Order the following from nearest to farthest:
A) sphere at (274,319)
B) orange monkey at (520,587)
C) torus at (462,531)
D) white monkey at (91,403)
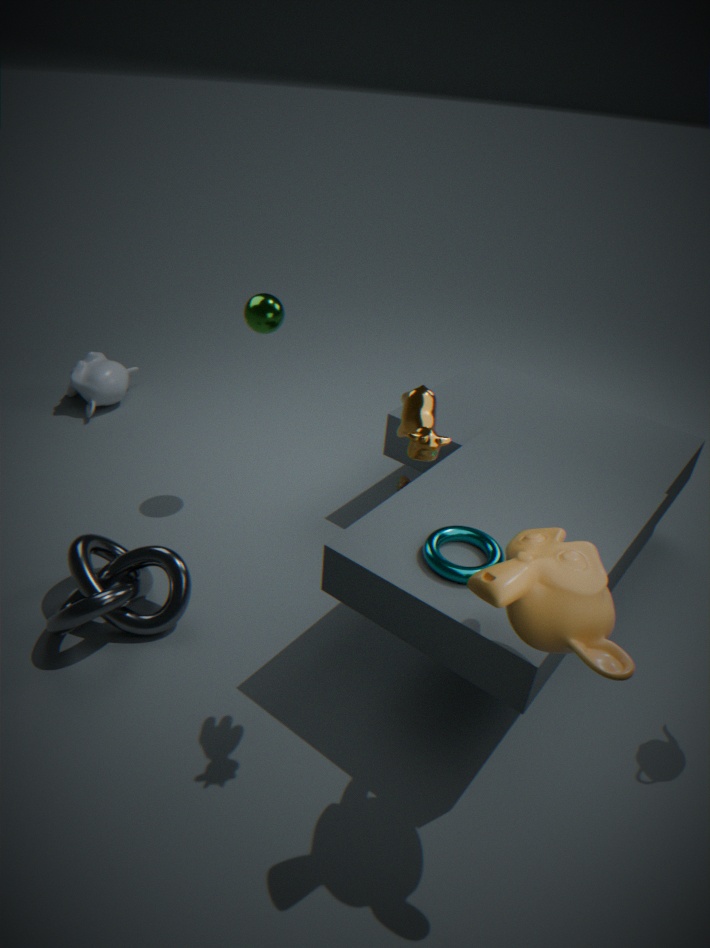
orange monkey at (520,587) → torus at (462,531) → sphere at (274,319) → white monkey at (91,403)
